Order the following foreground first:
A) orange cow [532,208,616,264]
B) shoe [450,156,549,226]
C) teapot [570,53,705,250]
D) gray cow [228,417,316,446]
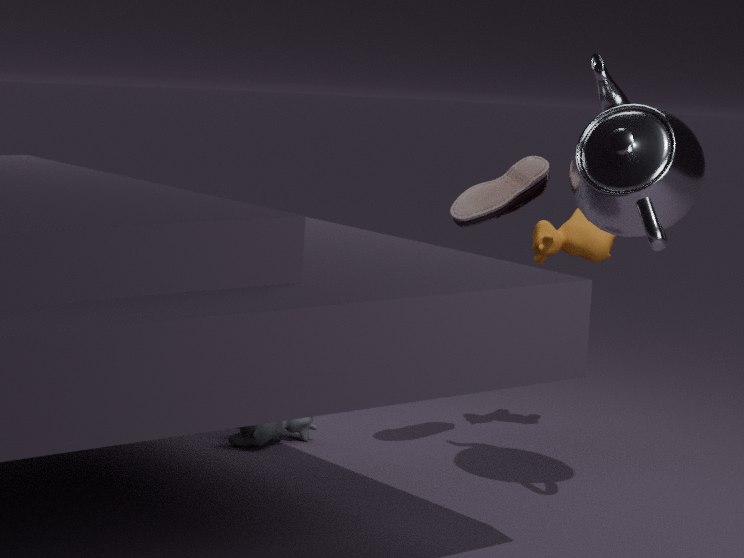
teapot [570,53,705,250], shoe [450,156,549,226], gray cow [228,417,316,446], orange cow [532,208,616,264]
